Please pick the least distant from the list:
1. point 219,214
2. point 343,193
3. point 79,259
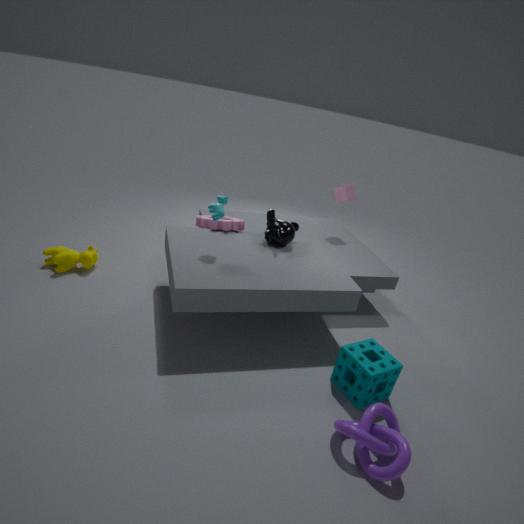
point 219,214
